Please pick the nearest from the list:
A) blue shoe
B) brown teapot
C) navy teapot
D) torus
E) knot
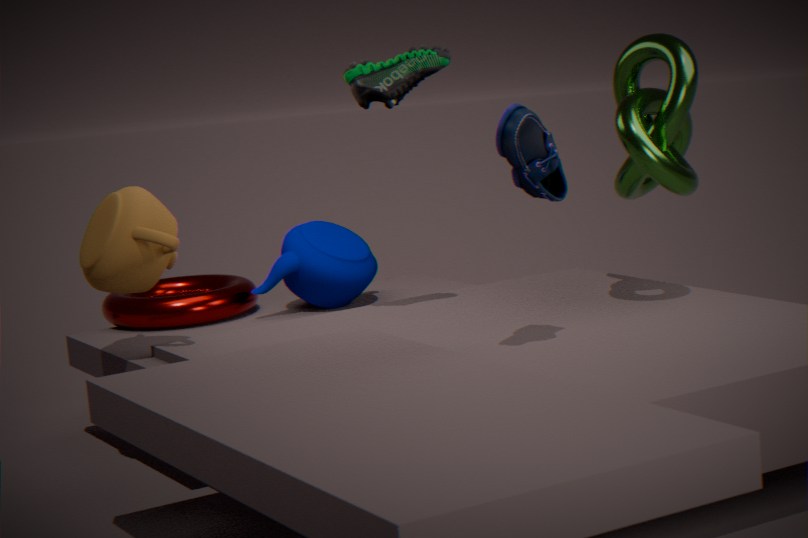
blue shoe
